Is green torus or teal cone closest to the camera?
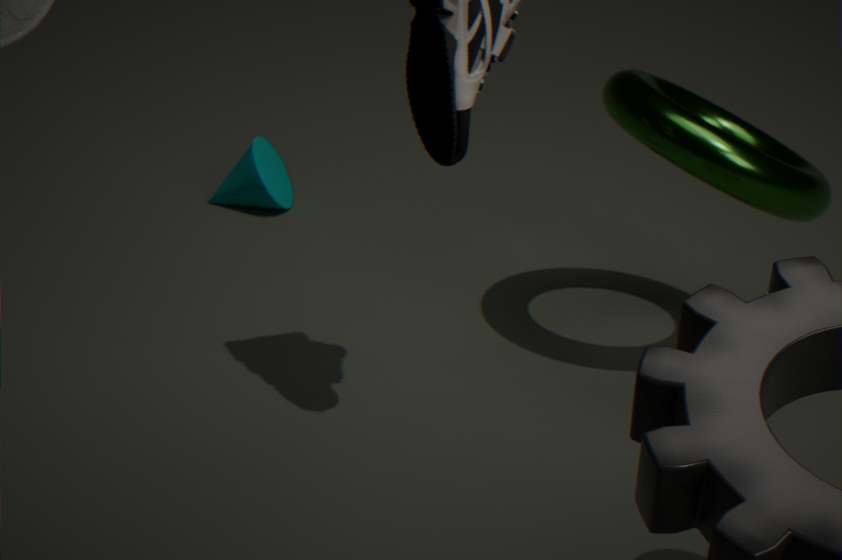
green torus
